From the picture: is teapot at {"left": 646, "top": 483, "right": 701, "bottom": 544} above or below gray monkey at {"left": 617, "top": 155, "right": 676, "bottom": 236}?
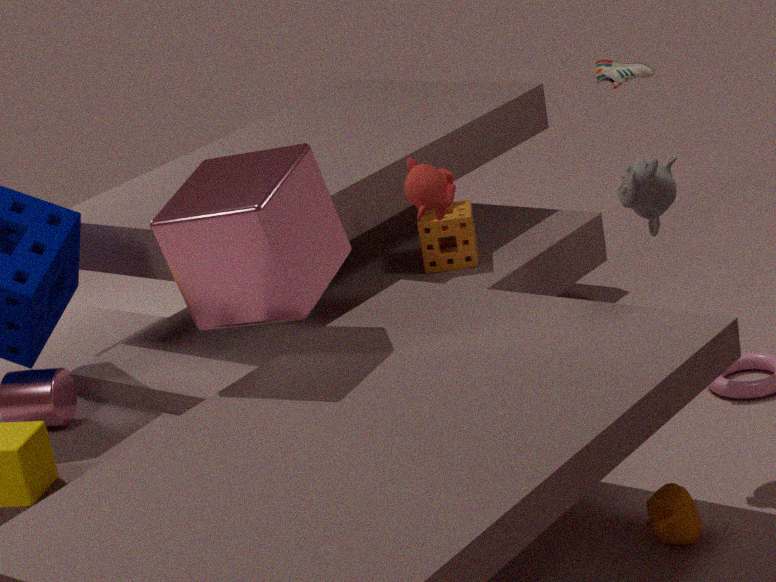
below
